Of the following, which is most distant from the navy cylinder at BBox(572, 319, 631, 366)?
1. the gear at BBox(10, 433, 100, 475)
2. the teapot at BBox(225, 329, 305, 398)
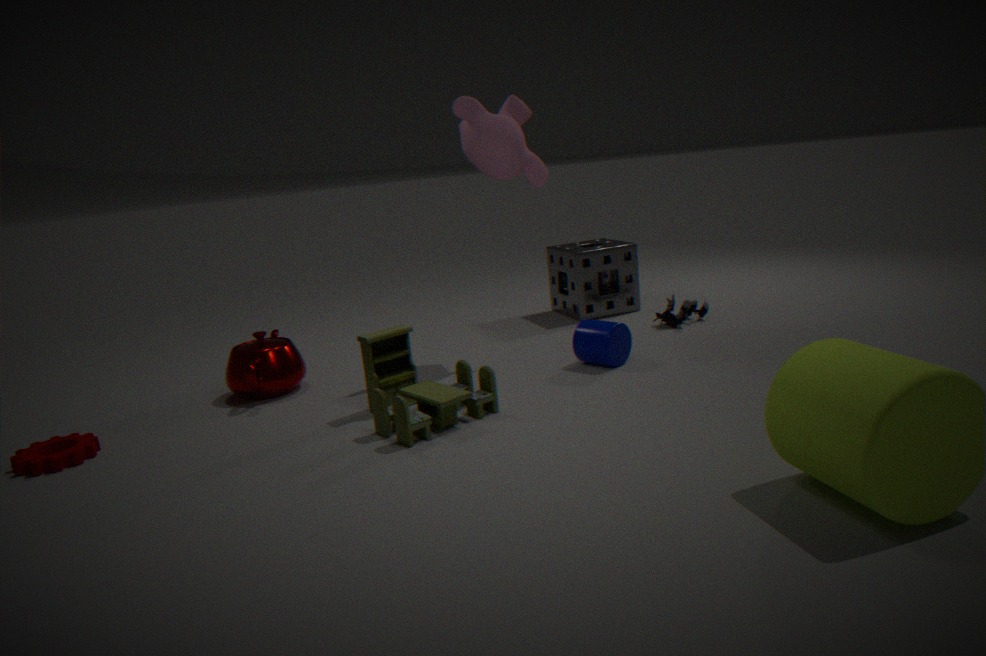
the gear at BBox(10, 433, 100, 475)
